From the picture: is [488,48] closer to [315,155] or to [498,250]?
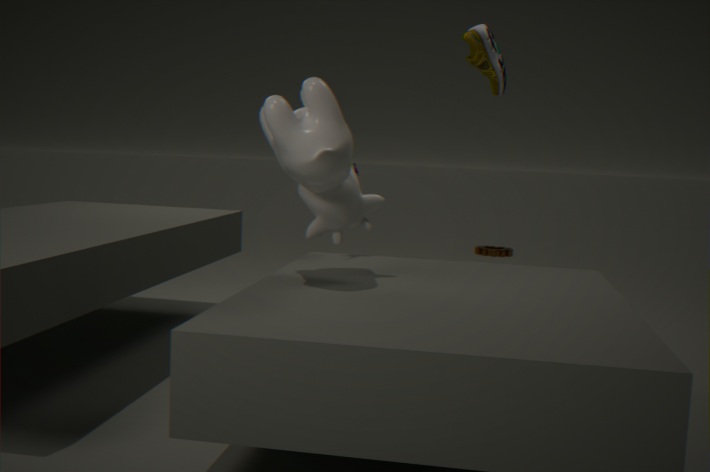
[315,155]
